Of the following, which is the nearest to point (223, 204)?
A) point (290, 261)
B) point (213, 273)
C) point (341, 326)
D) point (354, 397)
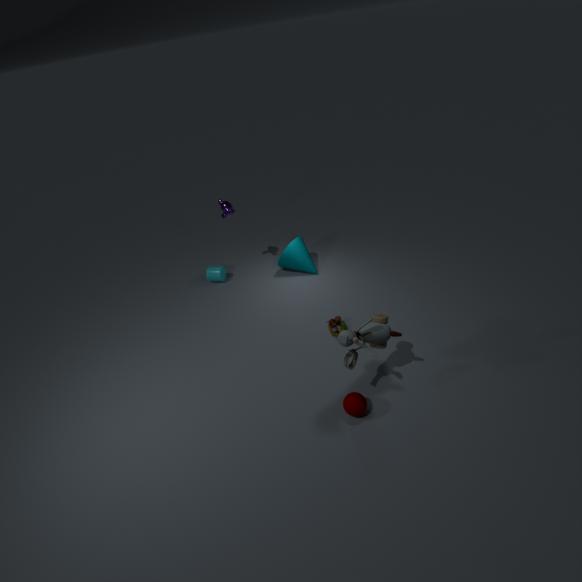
point (213, 273)
